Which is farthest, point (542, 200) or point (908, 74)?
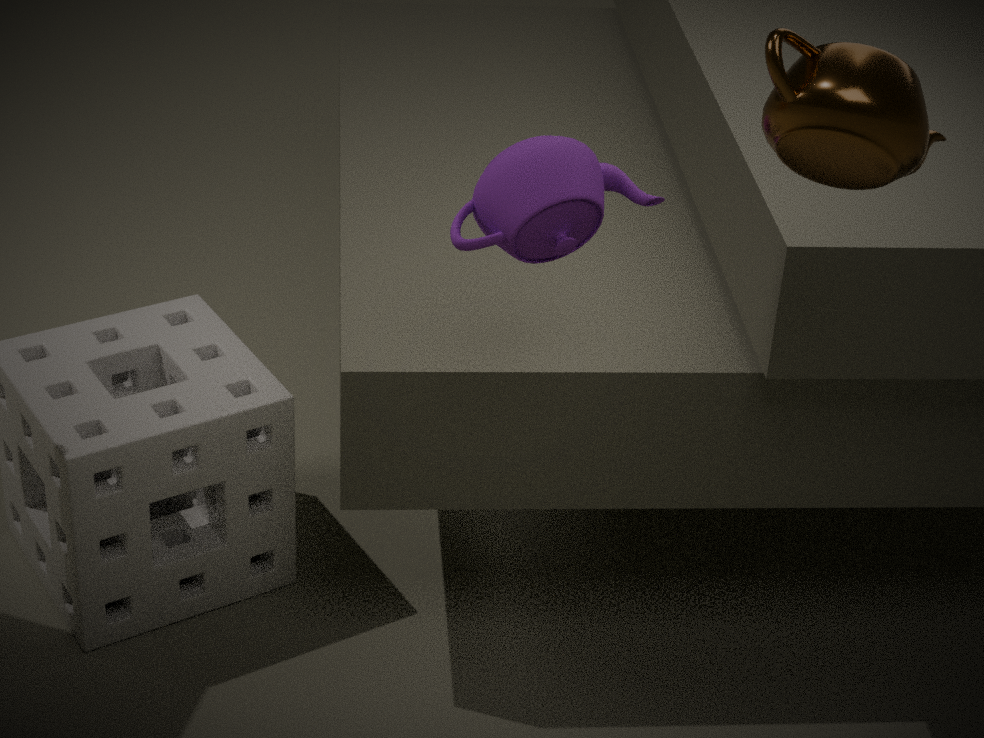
point (542, 200)
